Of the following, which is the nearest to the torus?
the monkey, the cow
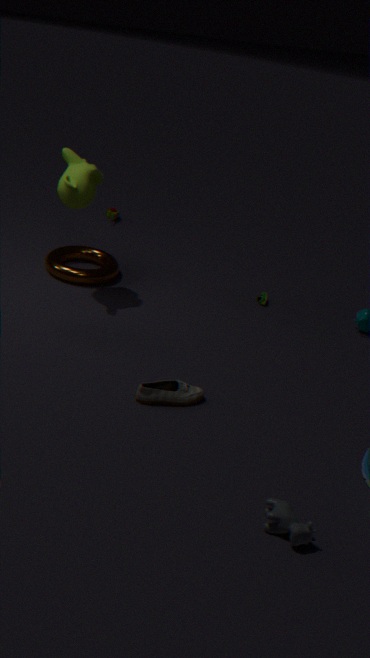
the monkey
